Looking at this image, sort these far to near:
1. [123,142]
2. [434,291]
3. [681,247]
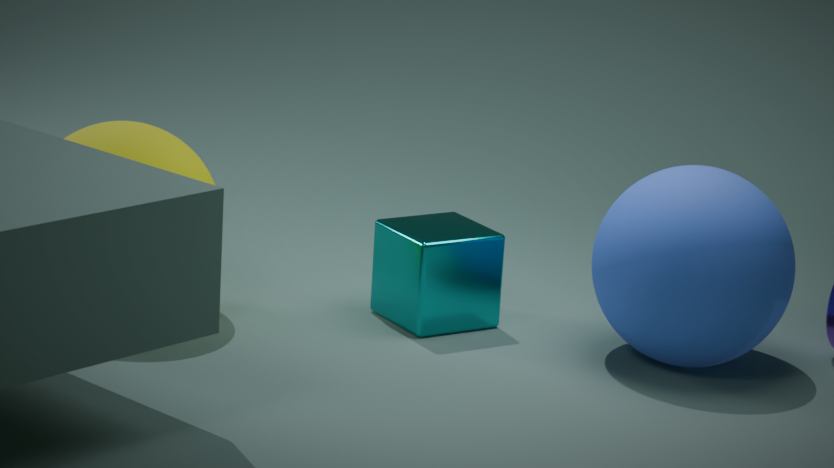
[434,291] < [123,142] < [681,247]
